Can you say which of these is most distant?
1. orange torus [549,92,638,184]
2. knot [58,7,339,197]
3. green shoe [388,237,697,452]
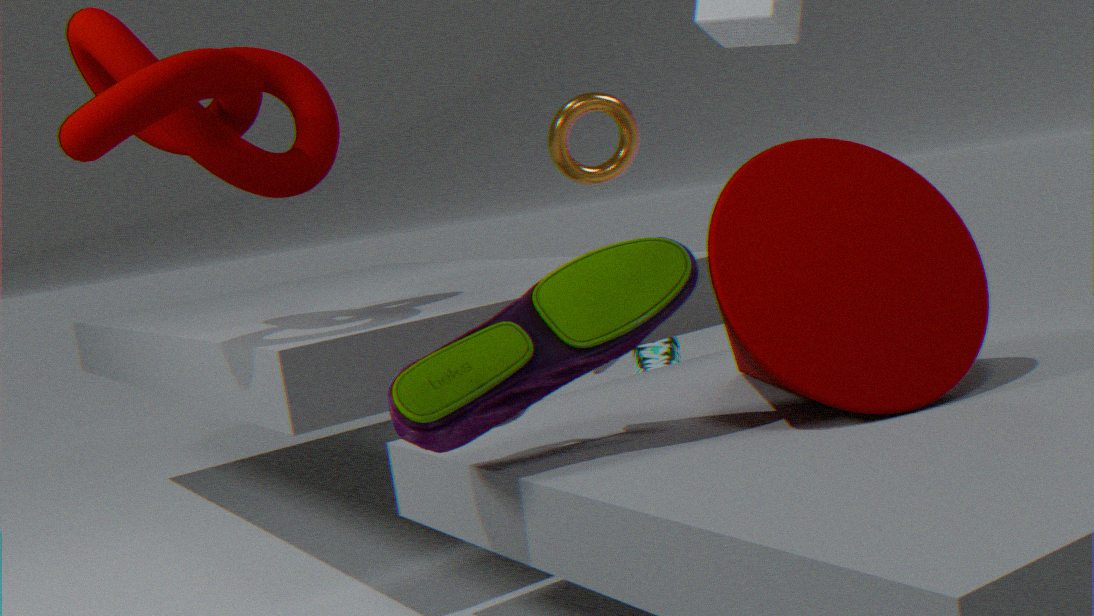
orange torus [549,92,638,184]
